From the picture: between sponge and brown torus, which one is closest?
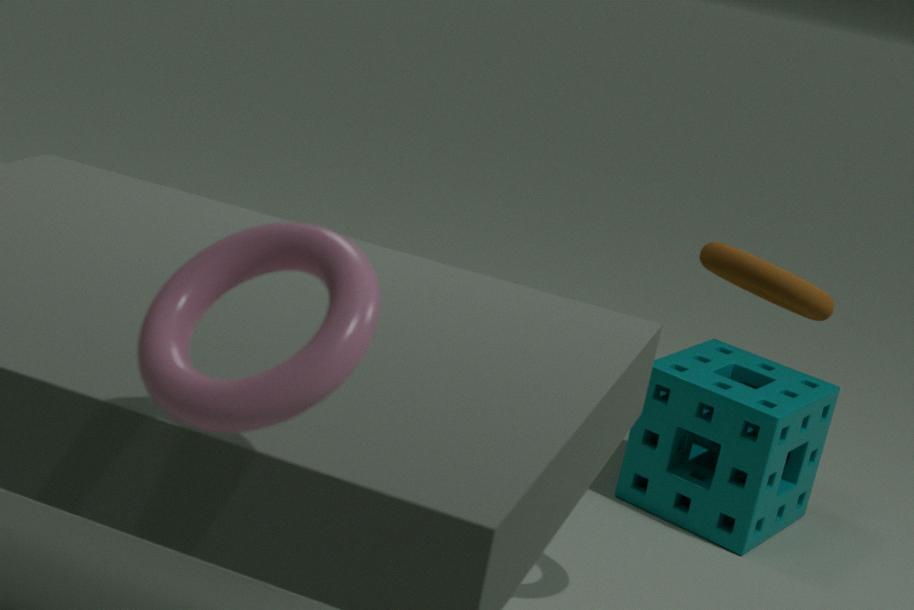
brown torus
